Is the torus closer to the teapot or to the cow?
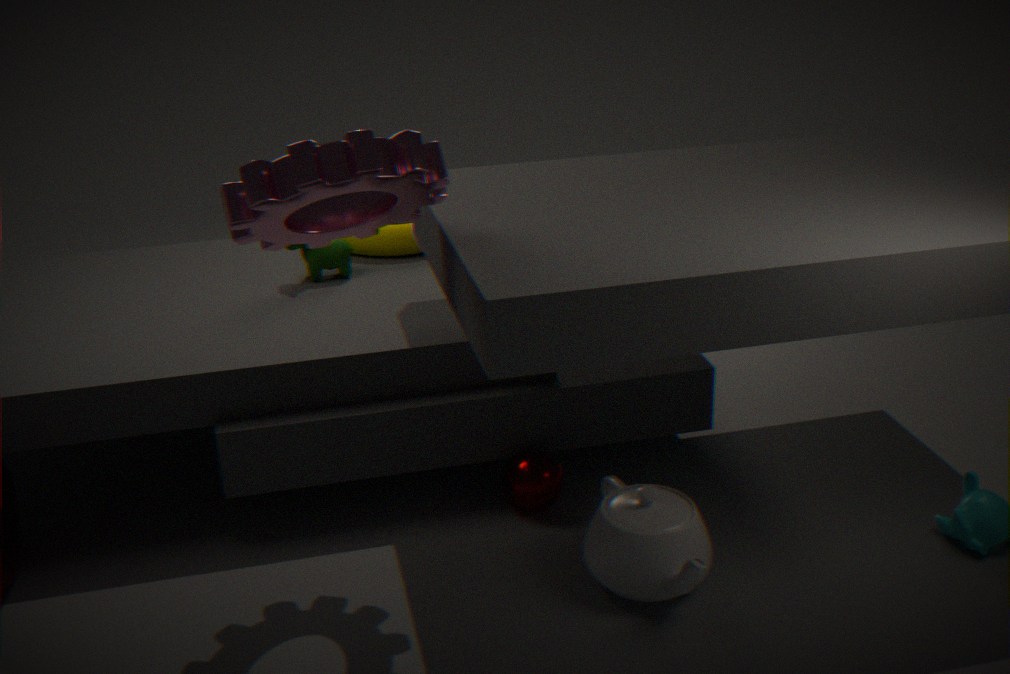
the cow
